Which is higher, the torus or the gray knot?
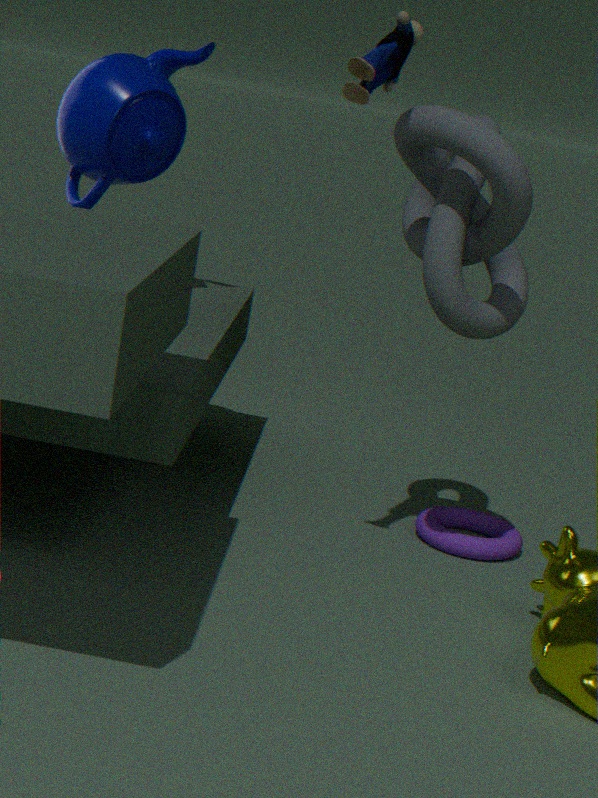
the gray knot
